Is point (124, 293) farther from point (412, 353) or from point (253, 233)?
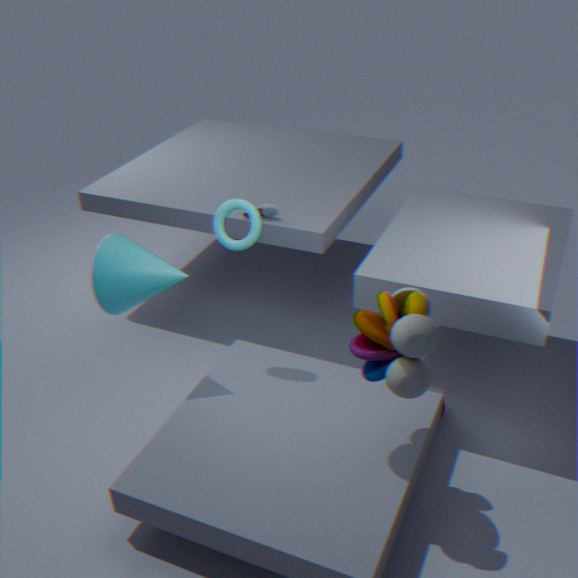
point (412, 353)
